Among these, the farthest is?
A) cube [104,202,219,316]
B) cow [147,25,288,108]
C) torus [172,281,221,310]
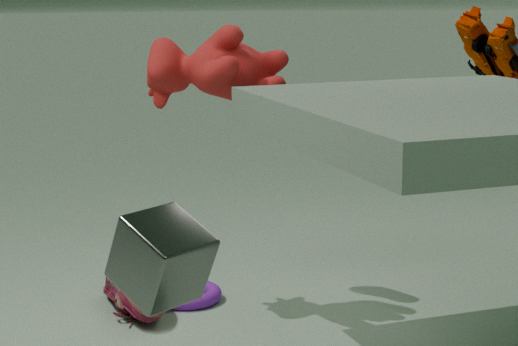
torus [172,281,221,310]
